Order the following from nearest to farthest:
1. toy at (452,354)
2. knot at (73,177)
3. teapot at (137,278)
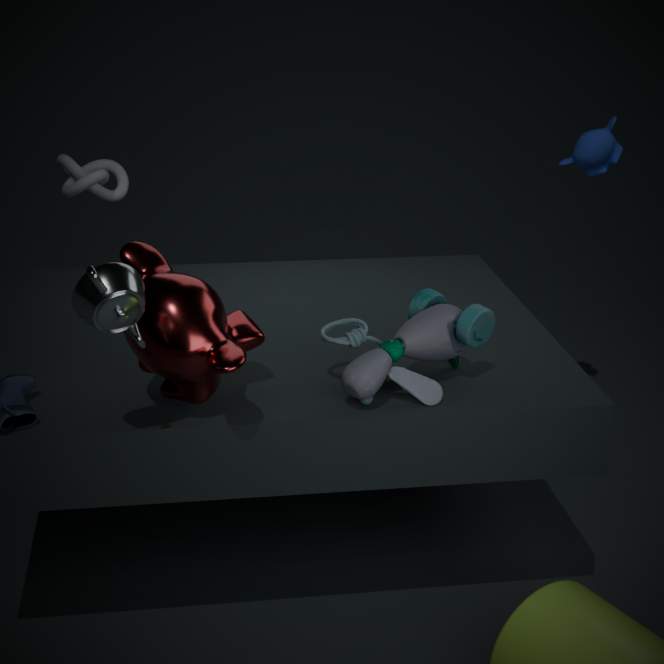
teapot at (137,278) < toy at (452,354) < knot at (73,177)
